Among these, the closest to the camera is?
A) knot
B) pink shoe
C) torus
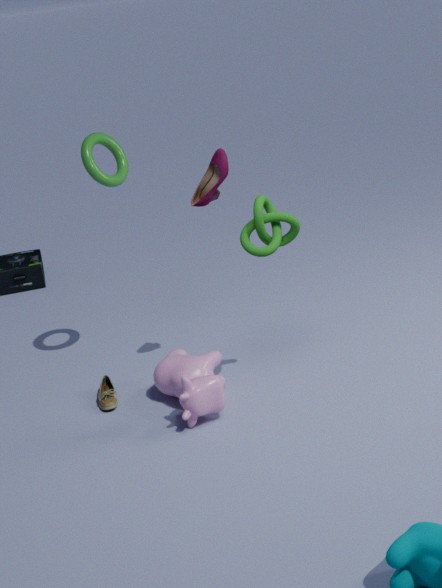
knot
